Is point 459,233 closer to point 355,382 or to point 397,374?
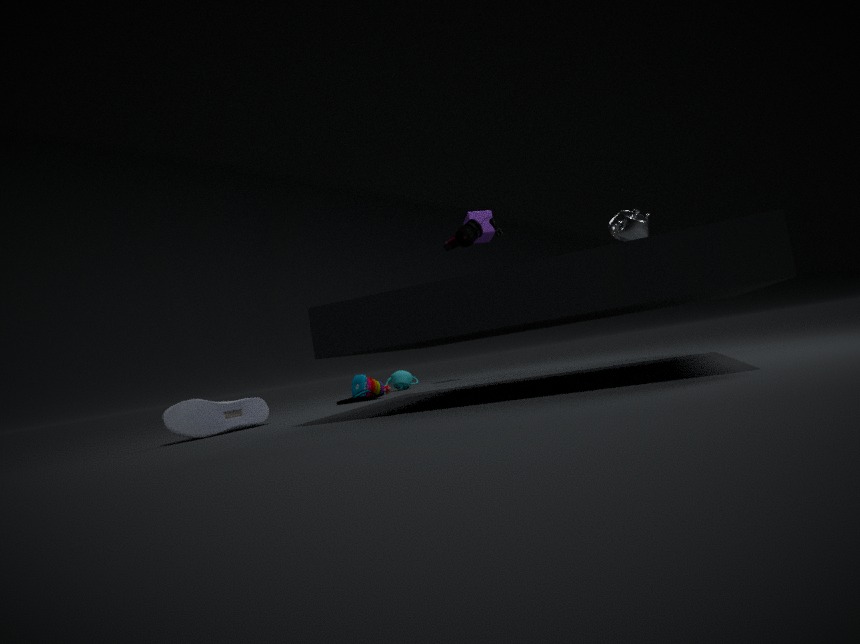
point 355,382
